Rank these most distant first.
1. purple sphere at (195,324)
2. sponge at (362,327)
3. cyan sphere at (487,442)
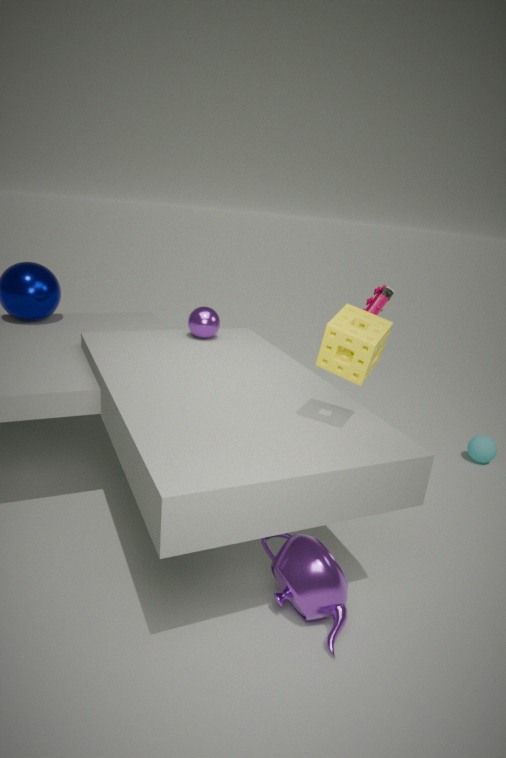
cyan sphere at (487,442)
purple sphere at (195,324)
sponge at (362,327)
